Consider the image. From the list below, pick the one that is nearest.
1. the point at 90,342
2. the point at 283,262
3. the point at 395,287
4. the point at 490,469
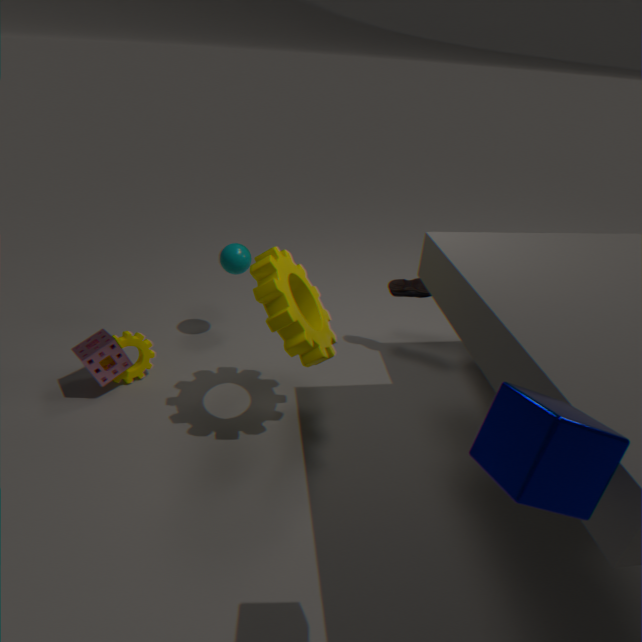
the point at 490,469
